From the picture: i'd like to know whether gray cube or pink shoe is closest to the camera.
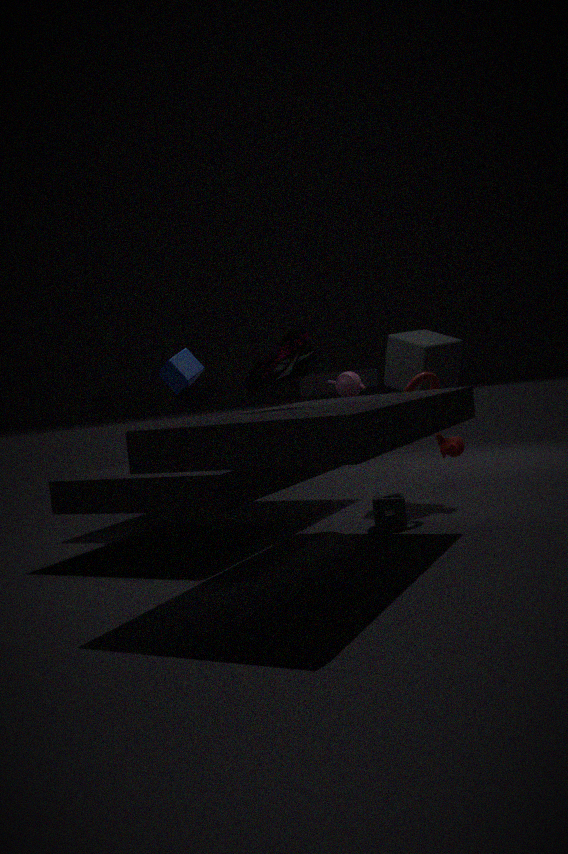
pink shoe
